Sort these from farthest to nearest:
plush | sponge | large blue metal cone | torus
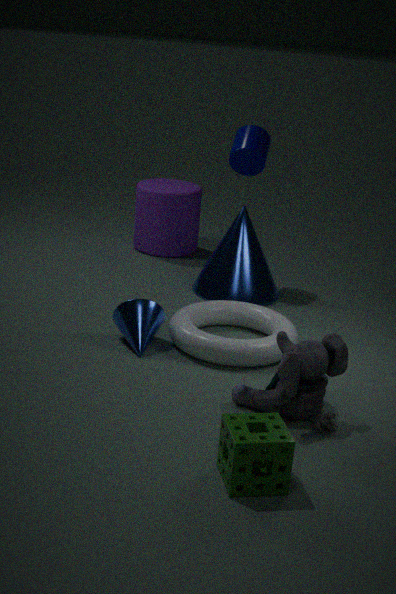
large blue metal cone, torus, plush, sponge
